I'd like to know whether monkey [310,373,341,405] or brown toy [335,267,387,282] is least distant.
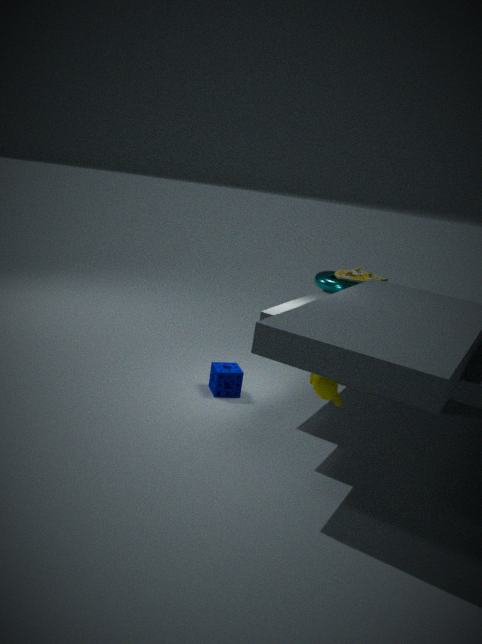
monkey [310,373,341,405]
